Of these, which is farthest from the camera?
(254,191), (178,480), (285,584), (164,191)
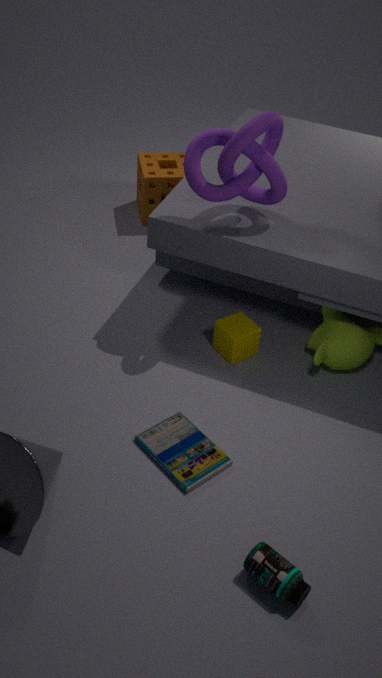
(164,191)
